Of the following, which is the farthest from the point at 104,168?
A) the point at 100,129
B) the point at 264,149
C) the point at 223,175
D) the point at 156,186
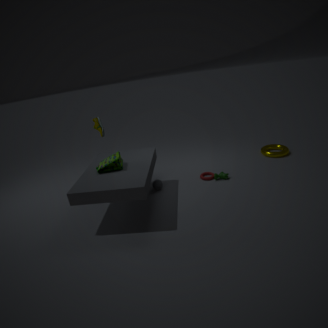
the point at 264,149
